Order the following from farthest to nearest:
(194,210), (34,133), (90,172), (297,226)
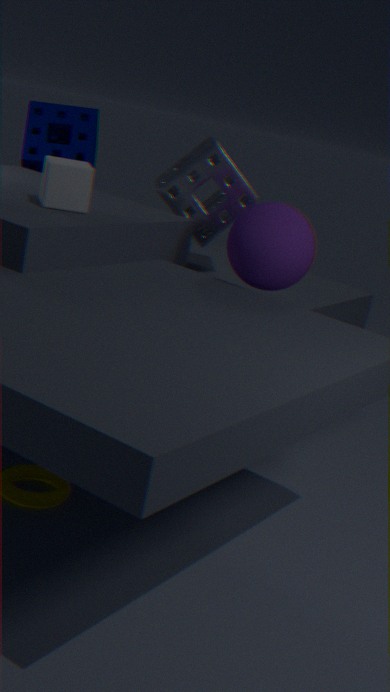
(34,133) < (194,210) < (297,226) < (90,172)
